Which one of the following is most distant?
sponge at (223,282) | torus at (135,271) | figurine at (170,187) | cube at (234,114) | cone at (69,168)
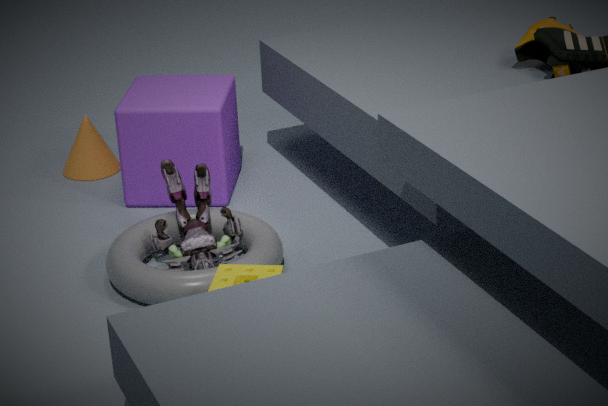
cone at (69,168)
